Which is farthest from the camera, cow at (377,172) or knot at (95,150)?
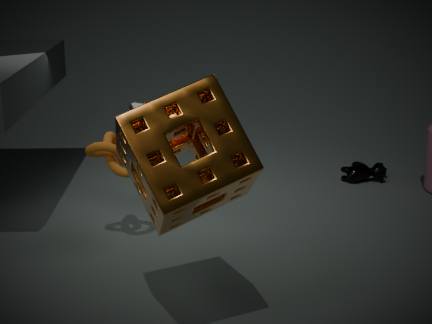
cow at (377,172)
